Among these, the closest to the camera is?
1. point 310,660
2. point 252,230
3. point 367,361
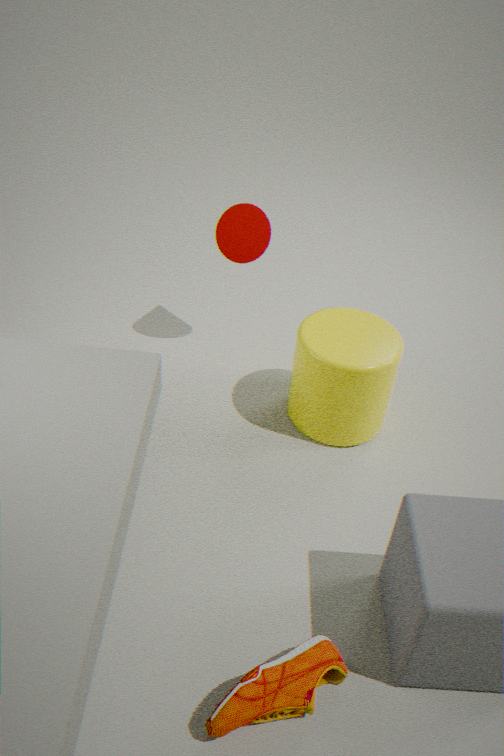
point 310,660
